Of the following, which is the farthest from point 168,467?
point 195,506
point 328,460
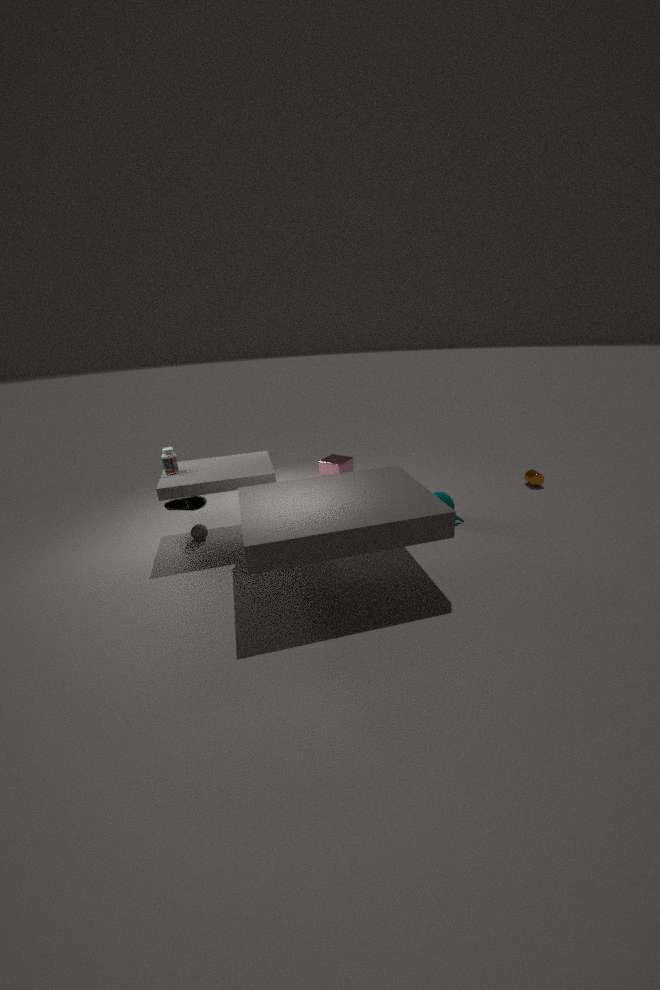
point 328,460
